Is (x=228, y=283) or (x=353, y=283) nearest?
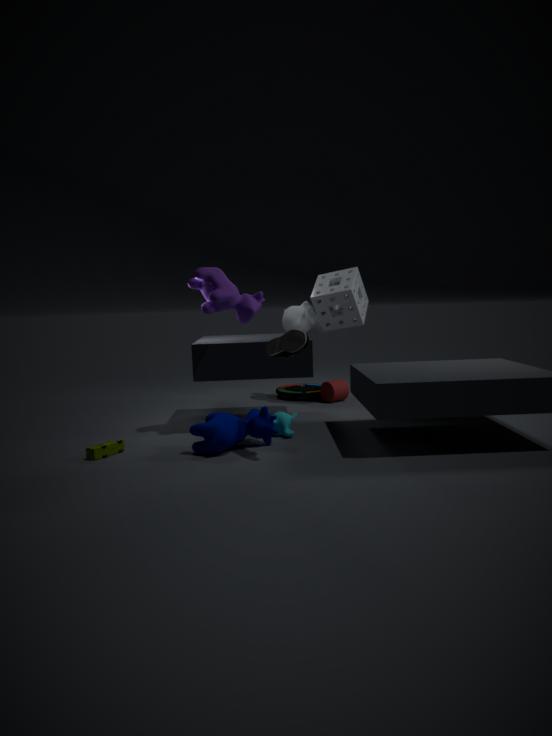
(x=228, y=283)
